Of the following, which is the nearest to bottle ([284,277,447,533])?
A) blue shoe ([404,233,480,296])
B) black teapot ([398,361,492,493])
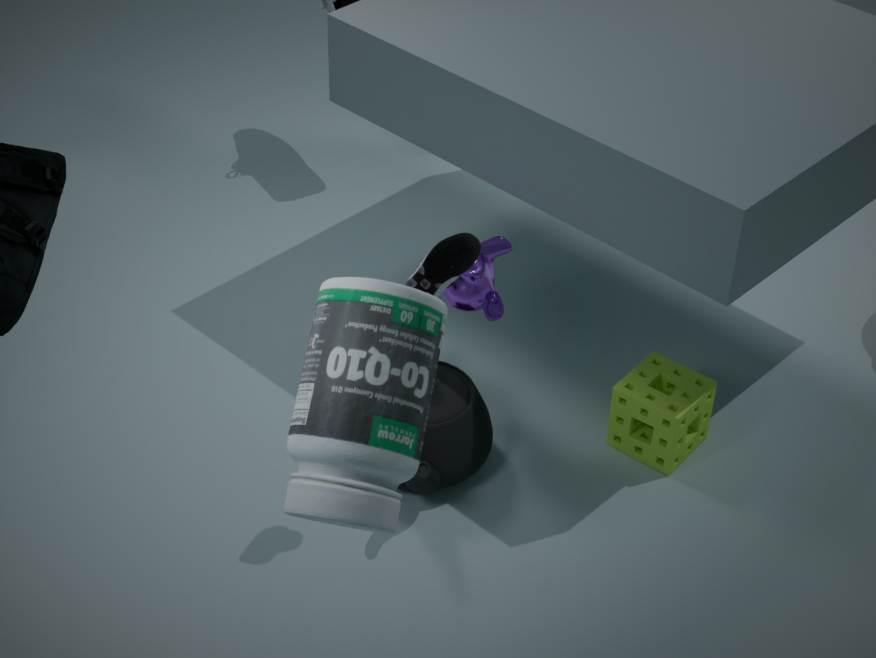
blue shoe ([404,233,480,296])
